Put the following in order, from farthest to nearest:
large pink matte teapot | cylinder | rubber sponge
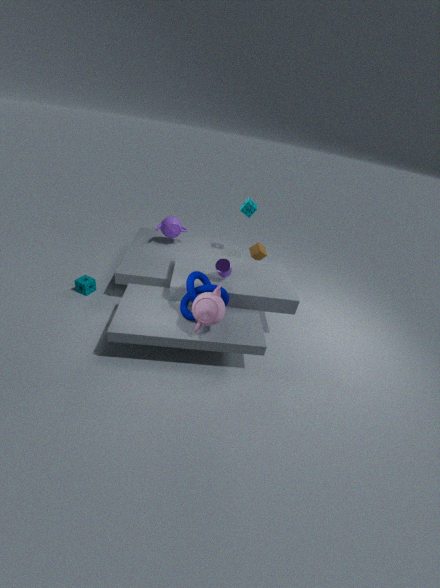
1. rubber sponge
2. cylinder
3. large pink matte teapot
